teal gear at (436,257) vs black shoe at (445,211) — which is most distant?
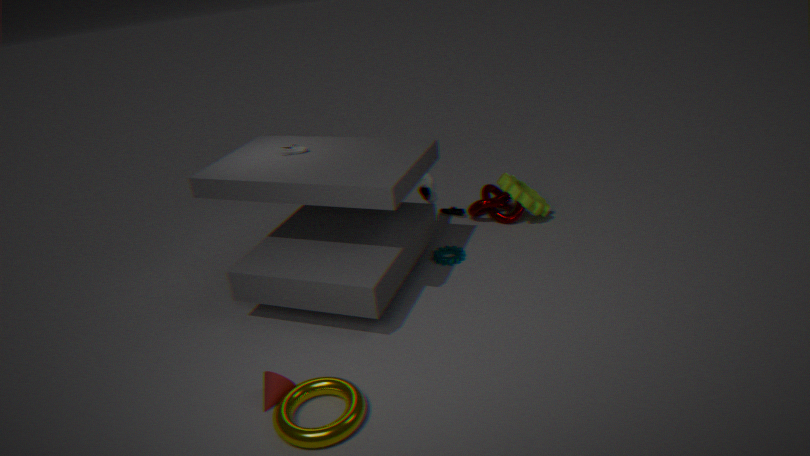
black shoe at (445,211)
